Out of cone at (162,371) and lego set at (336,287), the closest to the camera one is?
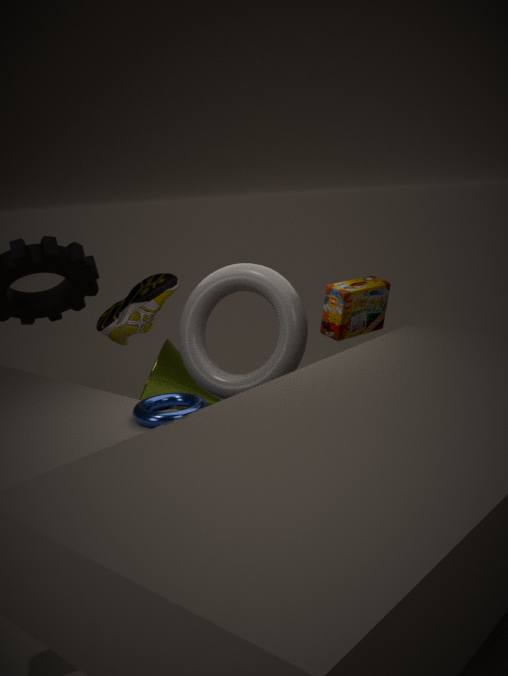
lego set at (336,287)
